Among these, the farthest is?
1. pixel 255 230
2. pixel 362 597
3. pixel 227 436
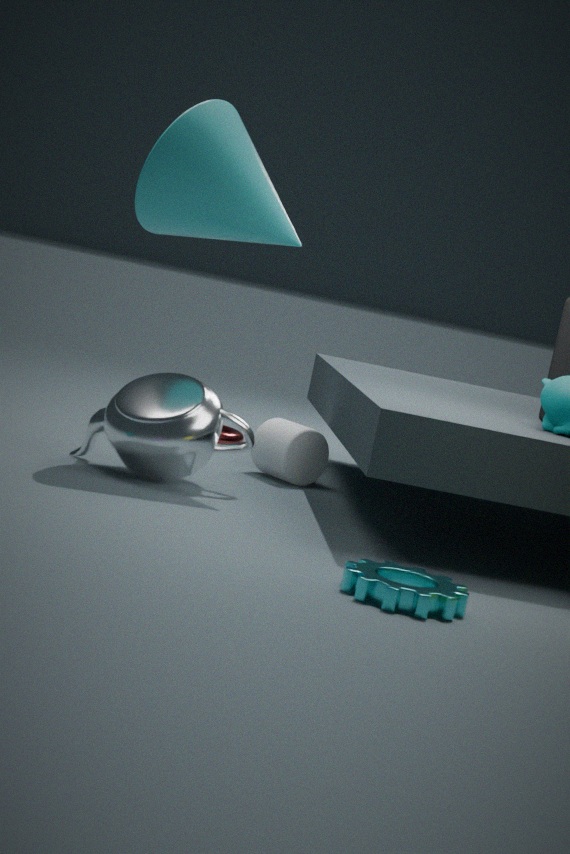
pixel 227 436
